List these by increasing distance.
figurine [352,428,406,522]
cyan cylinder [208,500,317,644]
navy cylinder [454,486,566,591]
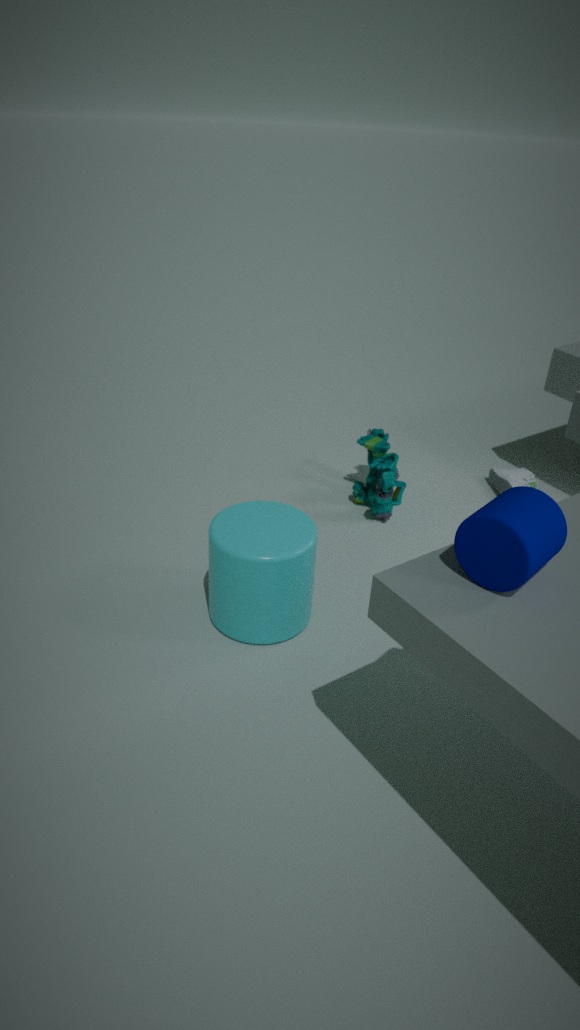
navy cylinder [454,486,566,591], cyan cylinder [208,500,317,644], figurine [352,428,406,522]
